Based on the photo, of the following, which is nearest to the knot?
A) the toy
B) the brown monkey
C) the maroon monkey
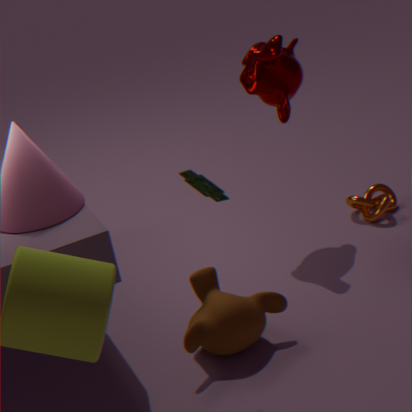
the maroon monkey
